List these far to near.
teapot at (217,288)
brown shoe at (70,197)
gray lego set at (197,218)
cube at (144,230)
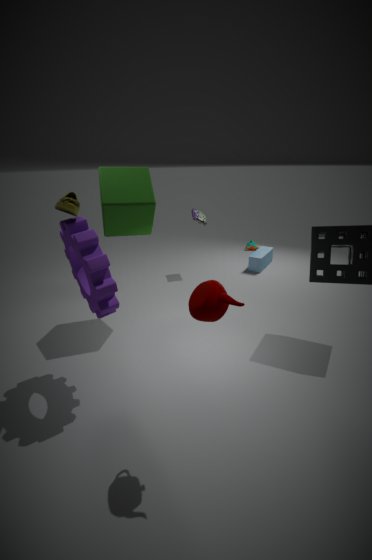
1. gray lego set at (197,218)
2. cube at (144,230)
3. brown shoe at (70,197)
4. teapot at (217,288)
